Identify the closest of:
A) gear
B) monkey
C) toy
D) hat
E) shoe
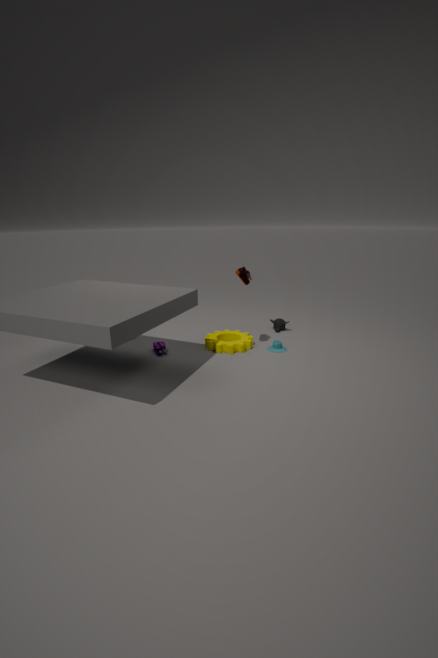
shoe
